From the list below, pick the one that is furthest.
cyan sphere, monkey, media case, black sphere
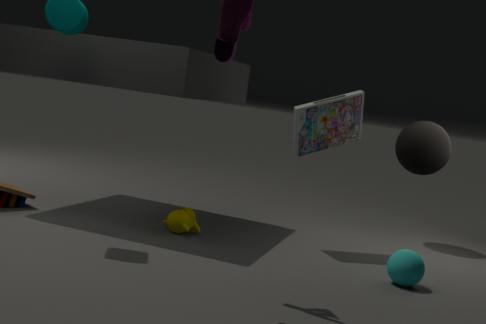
black sphere
